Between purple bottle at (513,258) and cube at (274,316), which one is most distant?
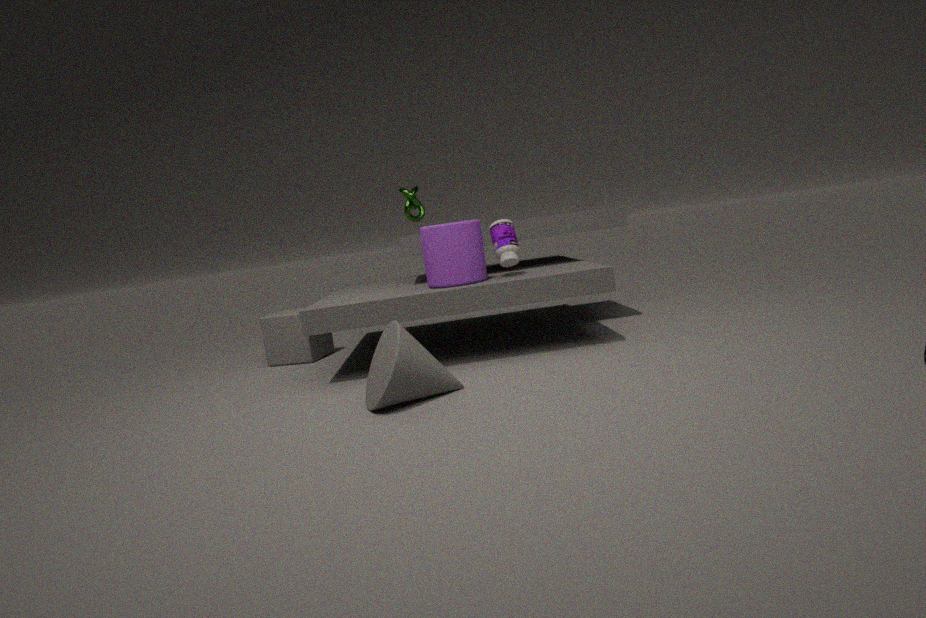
cube at (274,316)
